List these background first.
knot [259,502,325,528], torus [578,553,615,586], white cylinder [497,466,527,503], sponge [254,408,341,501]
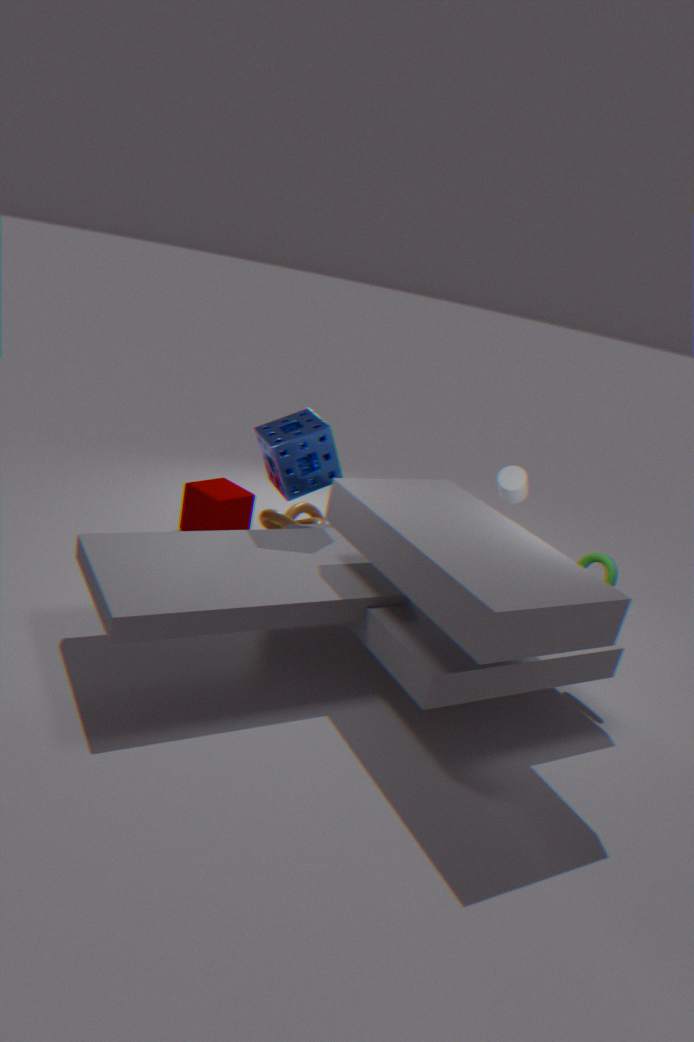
knot [259,502,325,528] → white cylinder [497,466,527,503] → sponge [254,408,341,501] → torus [578,553,615,586]
